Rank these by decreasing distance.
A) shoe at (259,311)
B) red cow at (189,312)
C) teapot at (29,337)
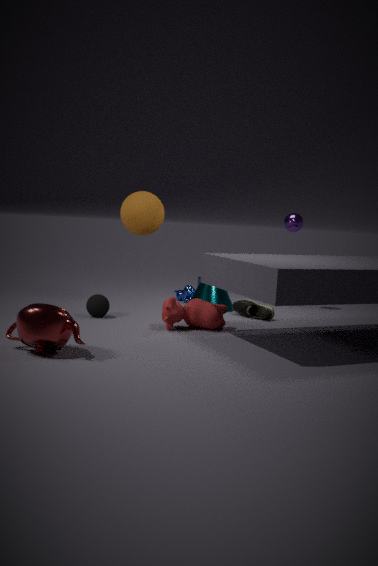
shoe at (259,311) < red cow at (189,312) < teapot at (29,337)
